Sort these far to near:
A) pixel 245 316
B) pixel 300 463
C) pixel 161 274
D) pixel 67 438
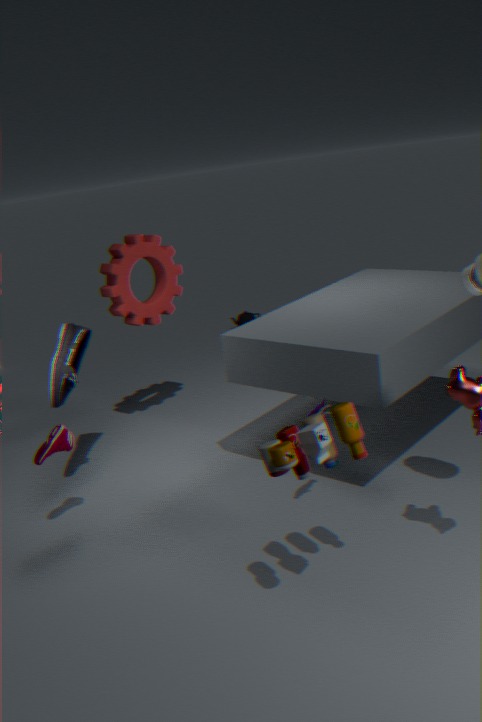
pixel 245 316, pixel 161 274, pixel 67 438, pixel 300 463
